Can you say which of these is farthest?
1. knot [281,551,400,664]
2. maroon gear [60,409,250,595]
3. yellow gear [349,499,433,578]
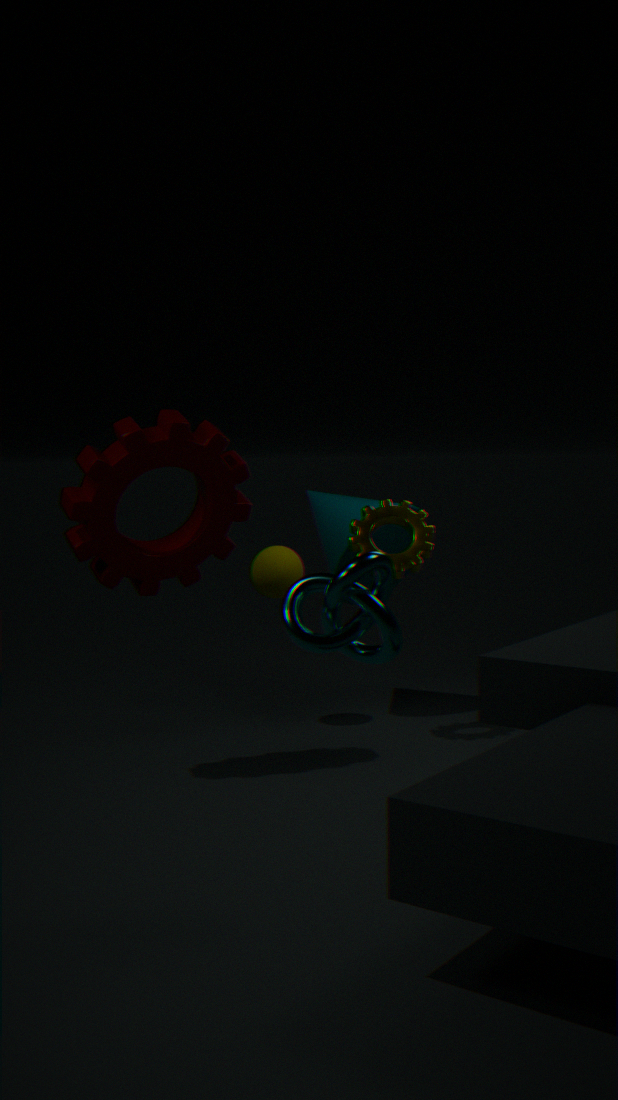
yellow gear [349,499,433,578]
